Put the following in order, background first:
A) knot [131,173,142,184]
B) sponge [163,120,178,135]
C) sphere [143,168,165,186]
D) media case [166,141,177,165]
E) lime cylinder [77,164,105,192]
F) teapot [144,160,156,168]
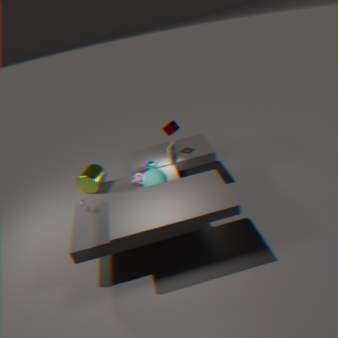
sponge [163,120,178,135] < teapot [144,160,156,168] < knot [131,173,142,184] < media case [166,141,177,165] < lime cylinder [77,164,105,192] < sphere [143,168,165,186]
